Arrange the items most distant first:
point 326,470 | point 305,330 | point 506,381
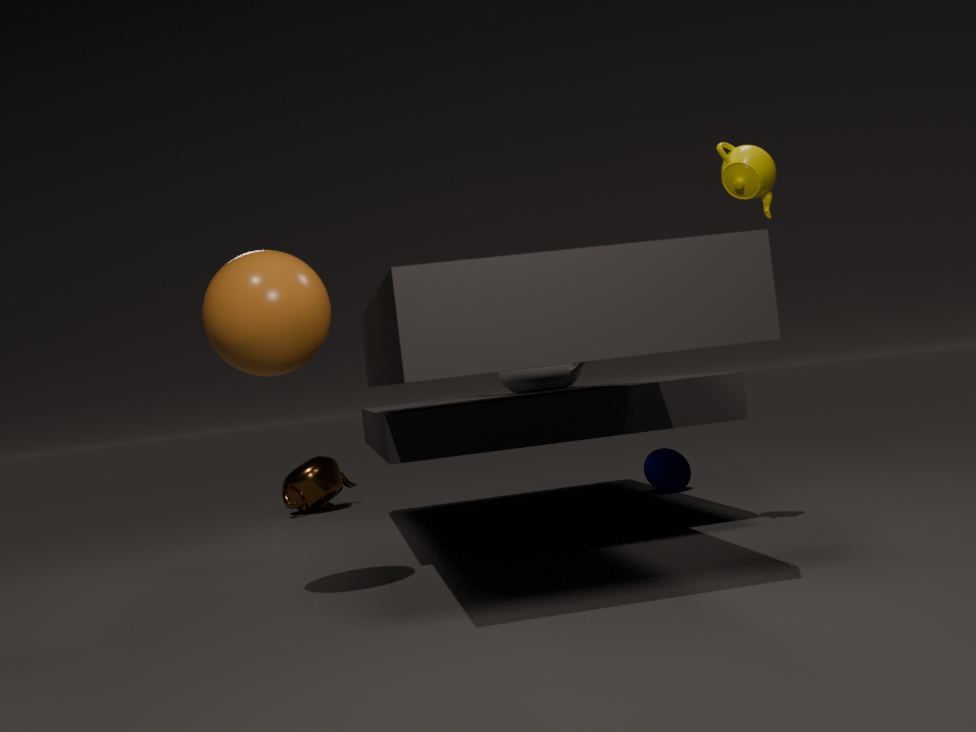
1. point 326,470
2. point 506,381
3. point 305,330
